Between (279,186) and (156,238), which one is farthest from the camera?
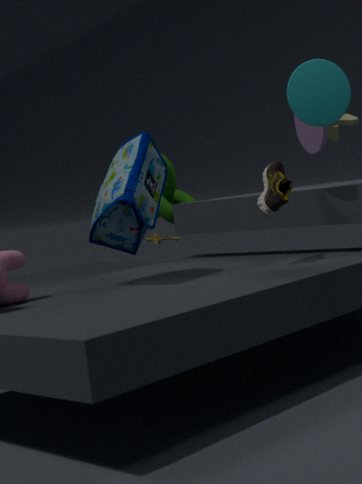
(156,238)
